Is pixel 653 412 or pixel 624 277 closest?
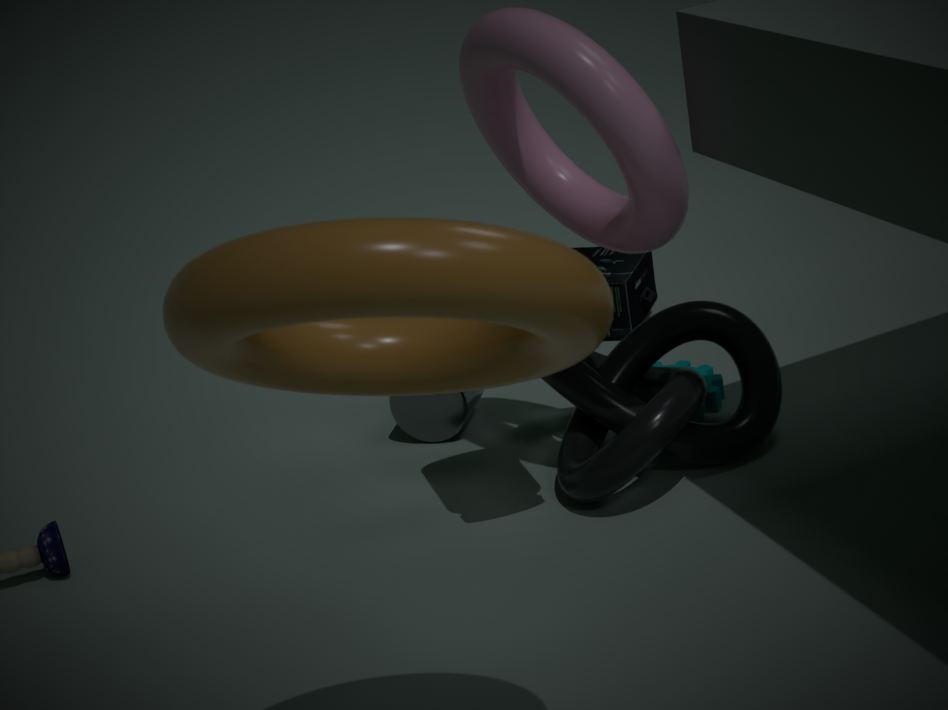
pixel 653 412
